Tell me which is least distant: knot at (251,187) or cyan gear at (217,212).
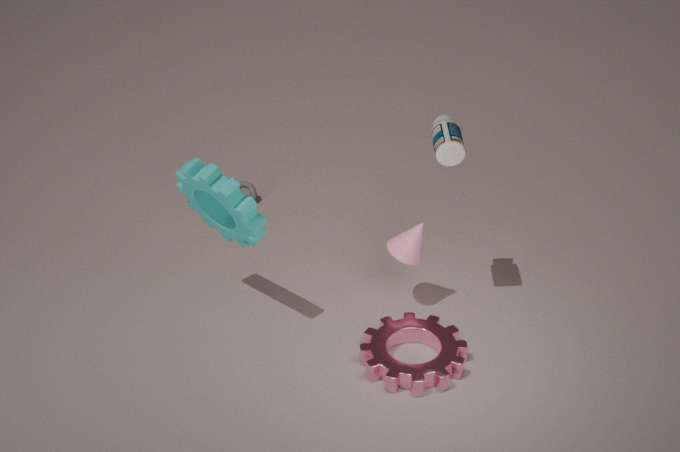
cyan gear at (217,212)
